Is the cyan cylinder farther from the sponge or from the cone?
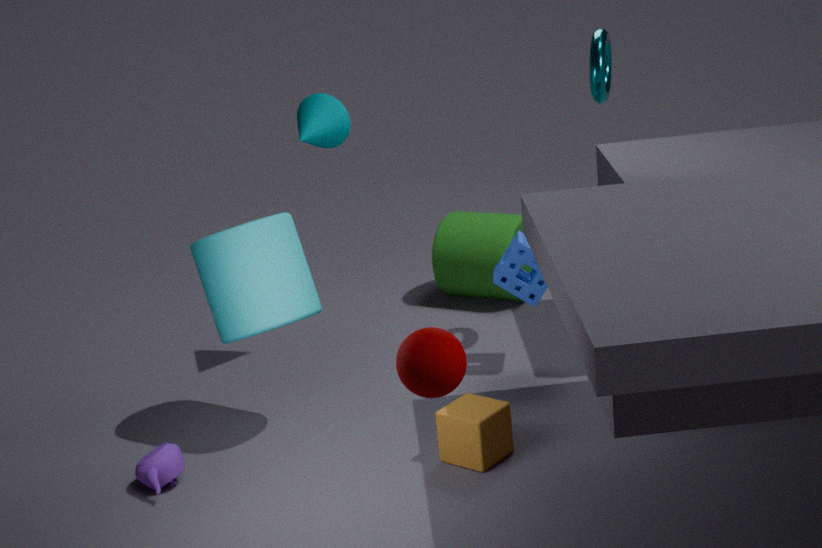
the sponge
